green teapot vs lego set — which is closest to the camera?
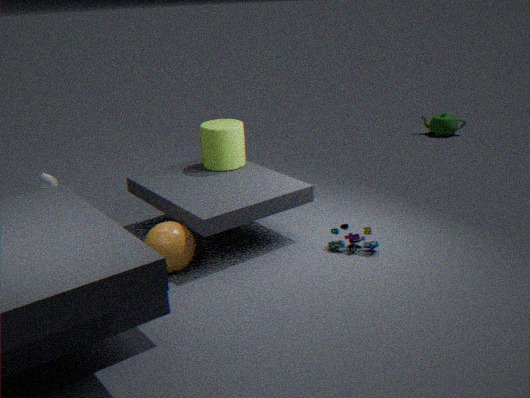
lego set
